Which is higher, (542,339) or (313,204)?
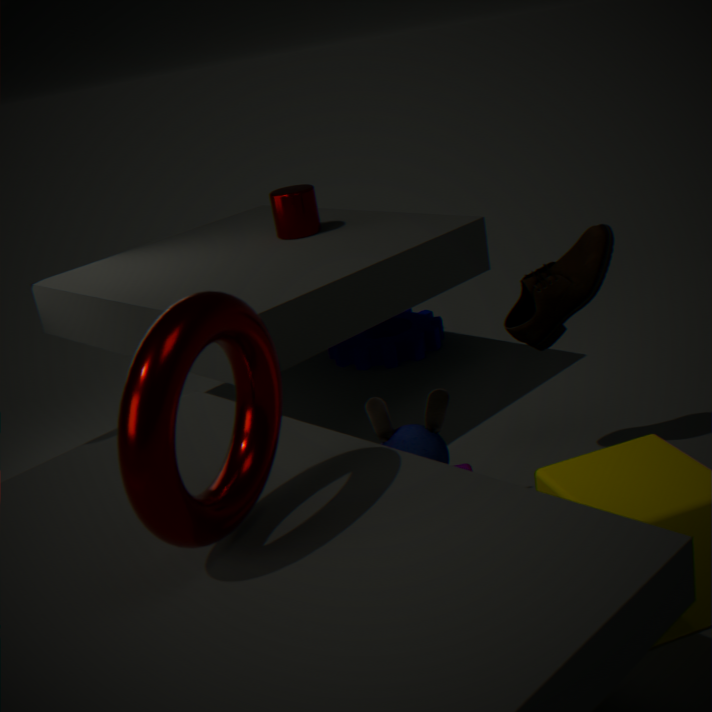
(313,204)
